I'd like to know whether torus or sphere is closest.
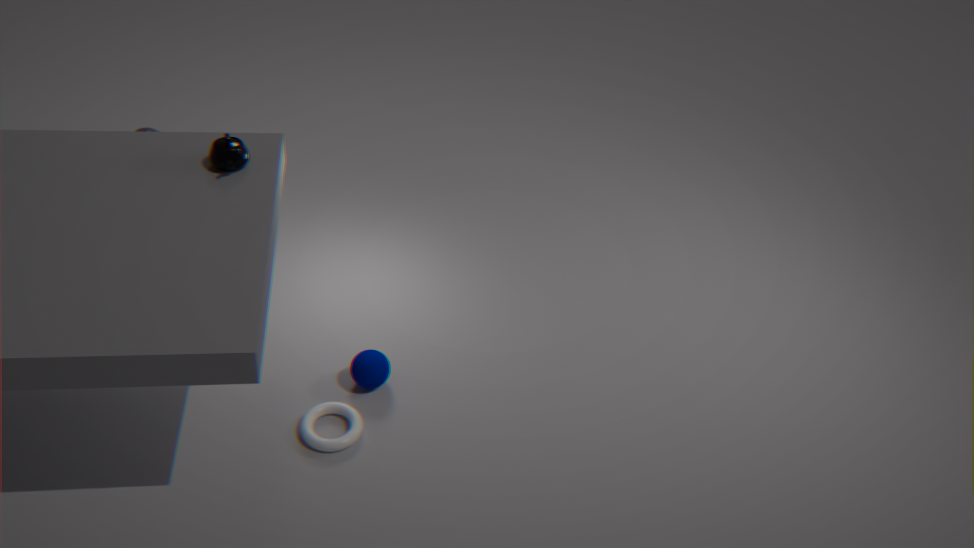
torus
